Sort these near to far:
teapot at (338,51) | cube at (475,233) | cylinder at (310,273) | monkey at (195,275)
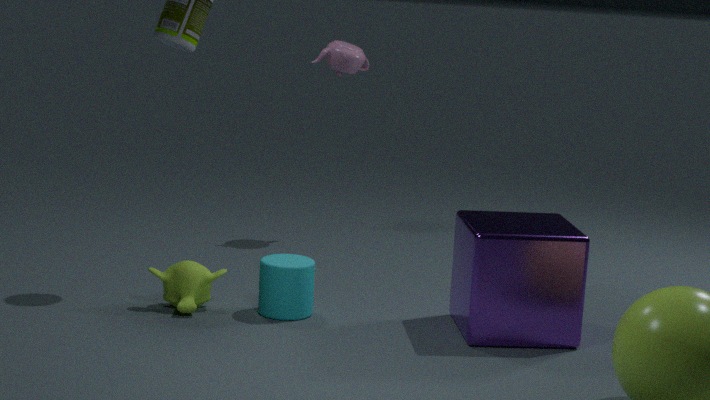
cube at (475,233) → cylinder at (310,273) → monkey at (195,275) → teapot at (338,51)
